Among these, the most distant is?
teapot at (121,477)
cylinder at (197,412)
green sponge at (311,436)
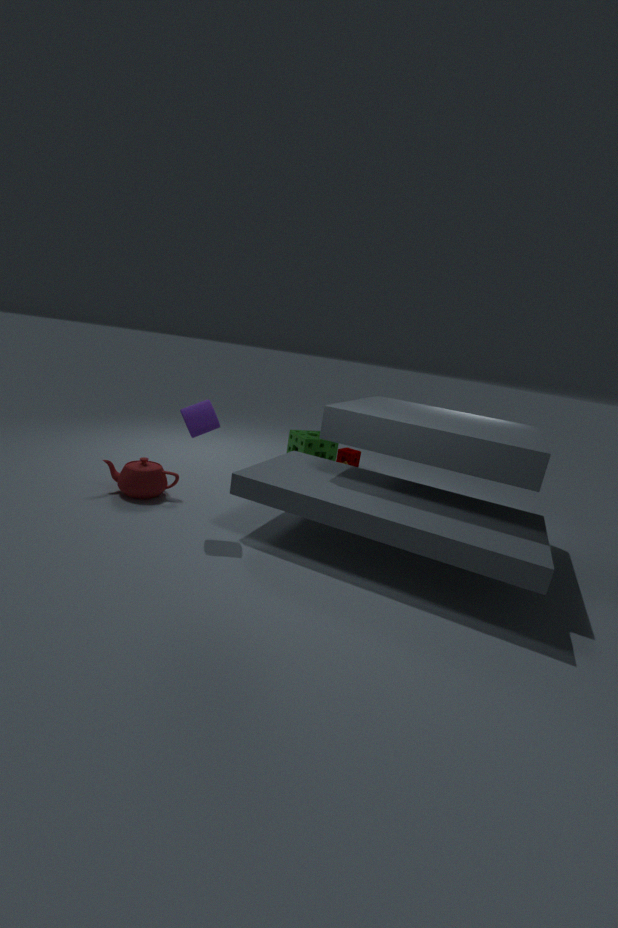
green sponge at (311,436)
